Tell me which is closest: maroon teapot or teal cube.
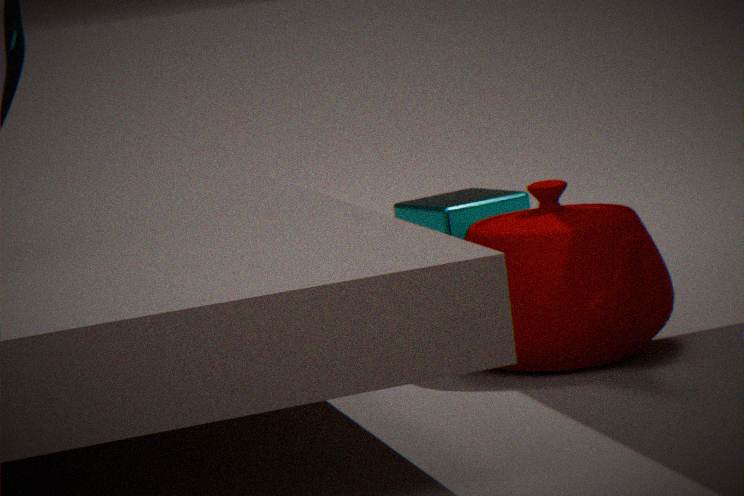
maroon teapot
